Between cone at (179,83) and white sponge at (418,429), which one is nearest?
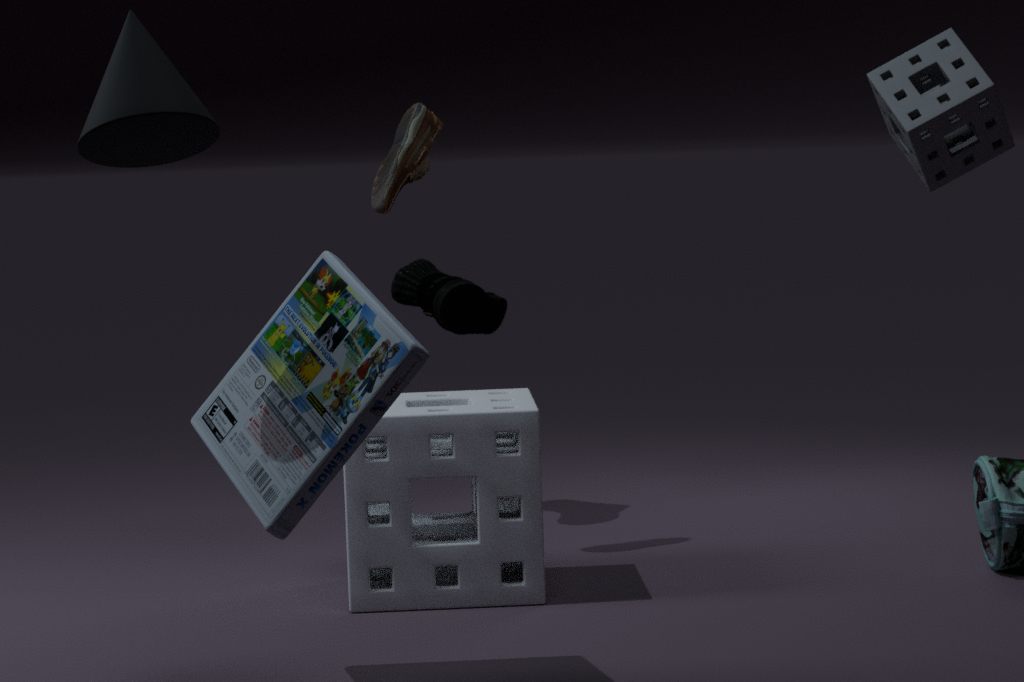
cone at (179,83)
